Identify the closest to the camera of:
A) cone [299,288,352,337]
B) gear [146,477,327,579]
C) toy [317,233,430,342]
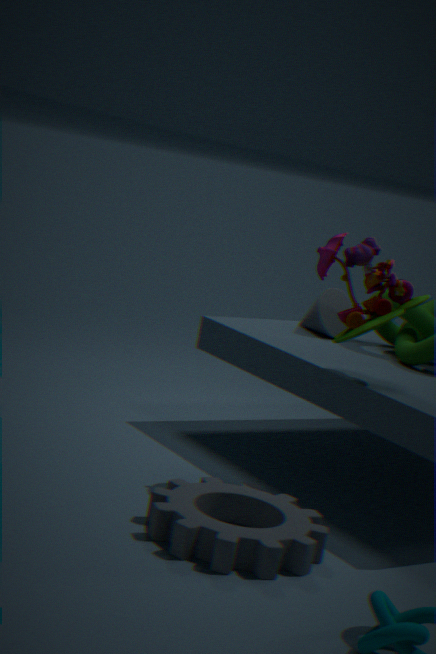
gear [146,477,327,579]
